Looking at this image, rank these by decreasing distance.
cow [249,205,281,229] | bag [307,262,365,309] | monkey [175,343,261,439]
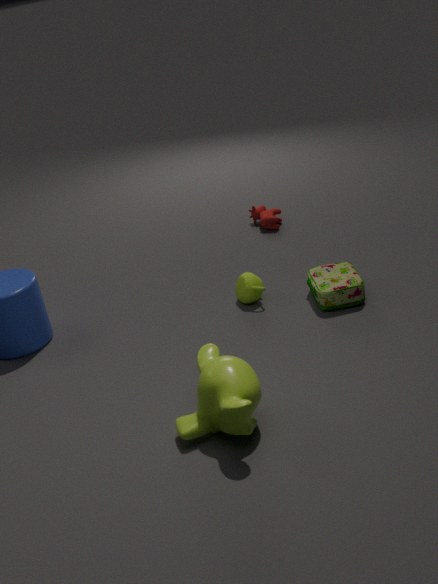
cow [249,205,281,229], bag [307,262,365,309], monkey [175,343,261,439]
